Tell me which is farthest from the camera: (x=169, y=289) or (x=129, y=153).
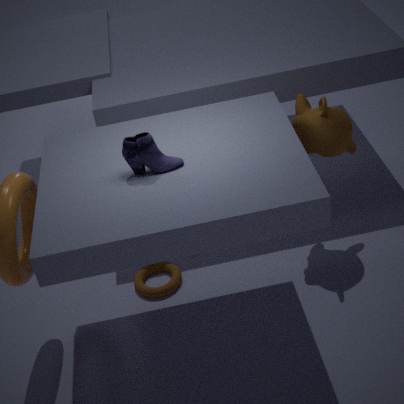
(x=169, y=289)
